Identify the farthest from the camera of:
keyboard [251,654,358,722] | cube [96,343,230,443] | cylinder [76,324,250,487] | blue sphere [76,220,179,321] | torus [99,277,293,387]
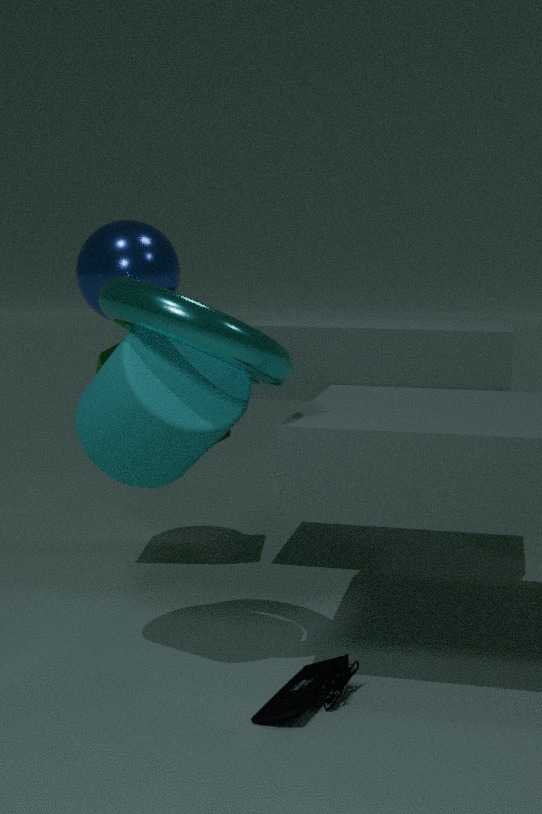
cube [96,343,230,443]
